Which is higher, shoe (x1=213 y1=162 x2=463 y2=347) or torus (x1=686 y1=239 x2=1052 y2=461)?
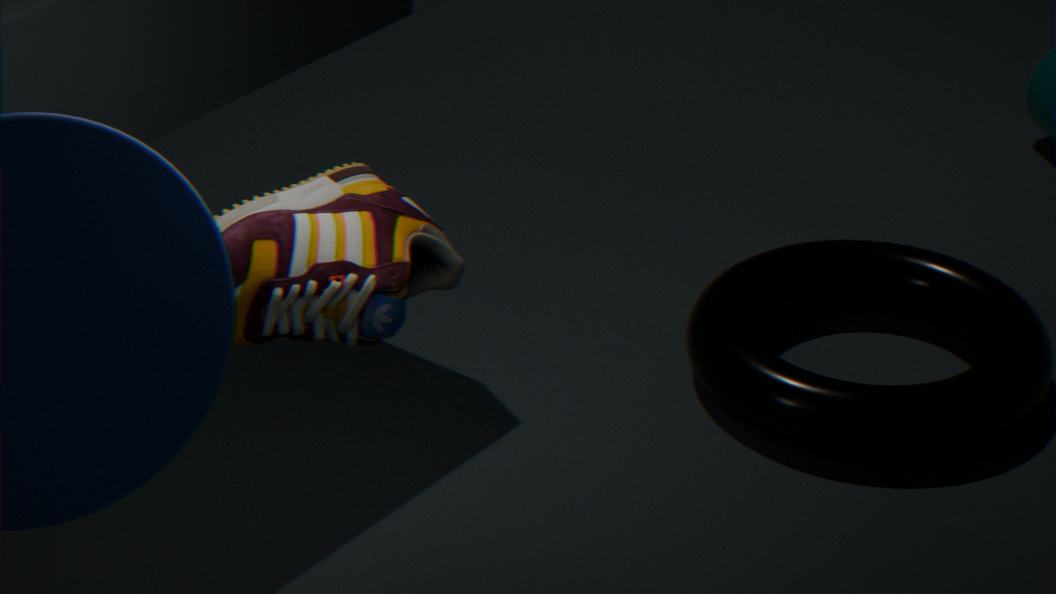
shoe (x1=213 y1=162 x2=463 y2=347)
